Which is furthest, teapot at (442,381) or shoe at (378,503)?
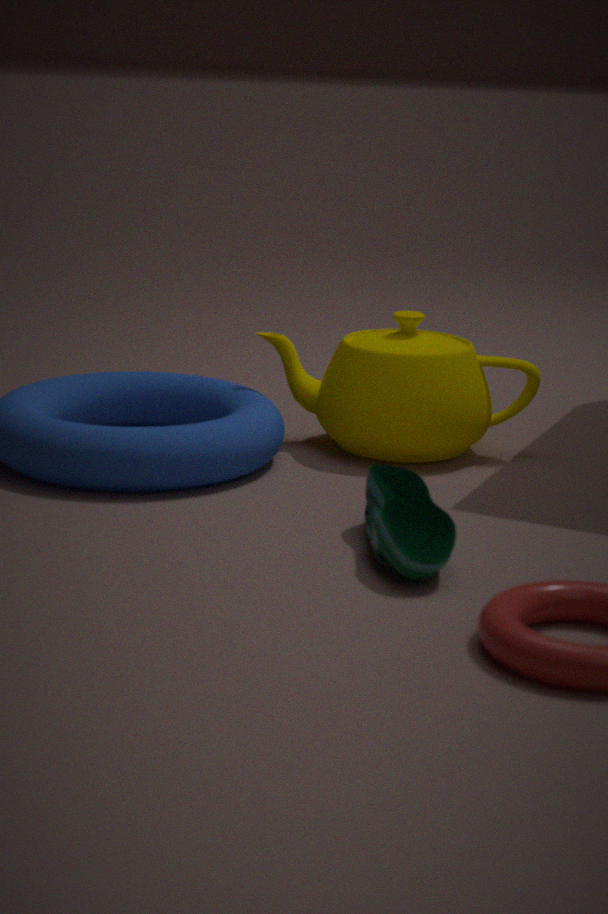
teapot at (442,381)
